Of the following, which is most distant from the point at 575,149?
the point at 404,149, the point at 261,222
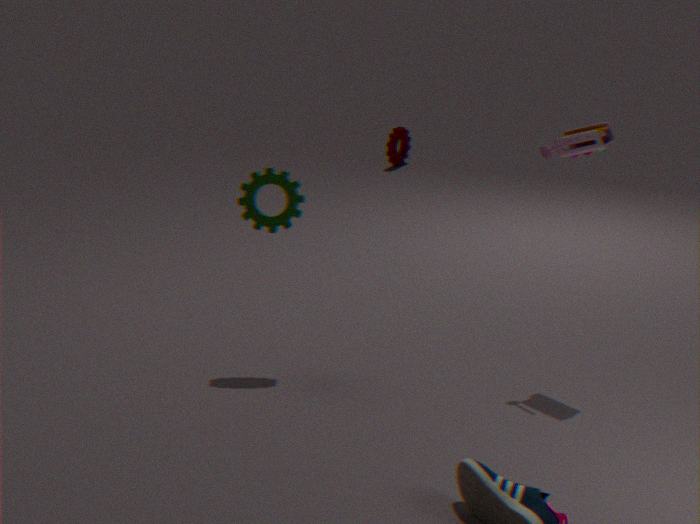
the point at 404,149
